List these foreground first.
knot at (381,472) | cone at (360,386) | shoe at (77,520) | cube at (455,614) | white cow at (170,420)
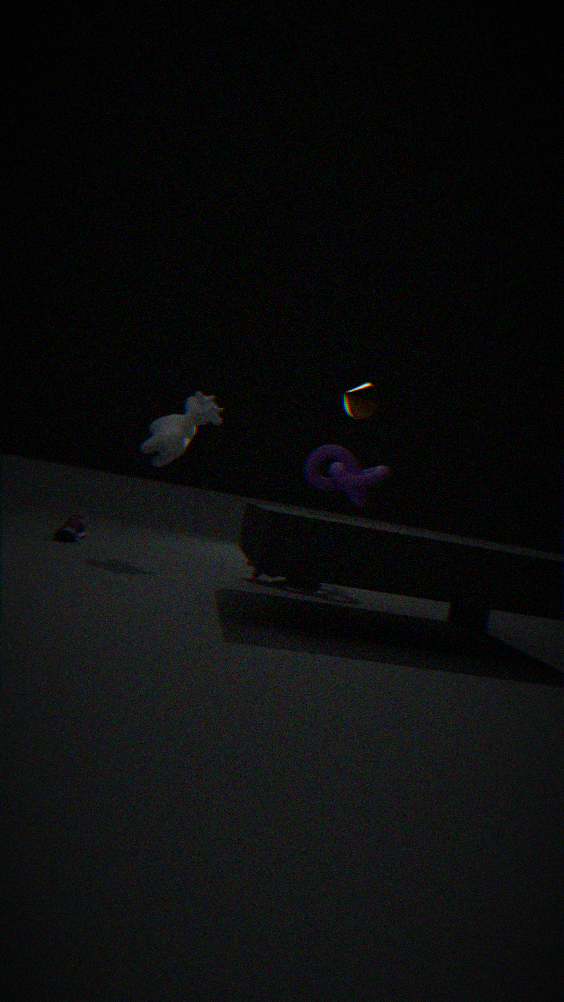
cube at (455,614) → cone at (360,386) → white cow at (170,420) → shoe at (77,520) → knot at (381,472)
